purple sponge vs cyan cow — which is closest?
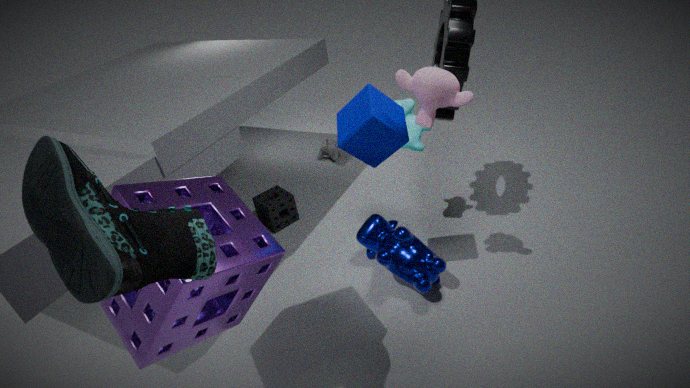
purple sponge
